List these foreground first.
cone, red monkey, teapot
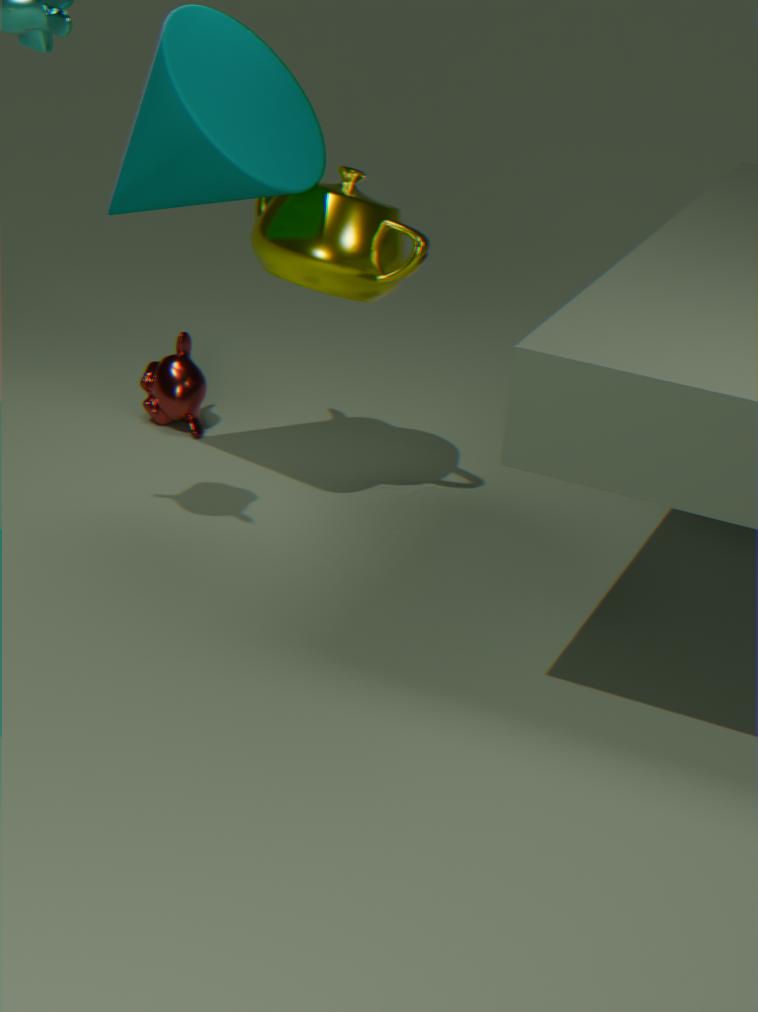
cone
teapot
red monkey
